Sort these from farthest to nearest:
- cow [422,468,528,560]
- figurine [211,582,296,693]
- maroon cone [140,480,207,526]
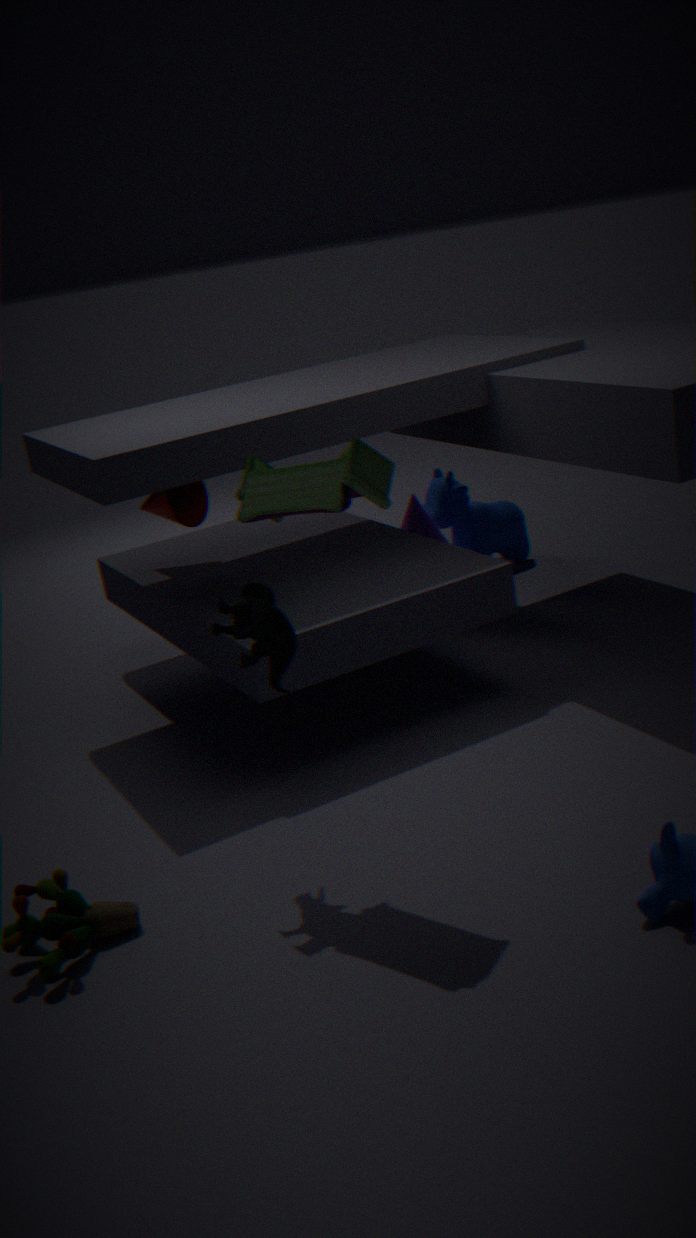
cow [422,468,528,560] → maroon cone [140,480,207,526] → figurine [211,582,296,693]
